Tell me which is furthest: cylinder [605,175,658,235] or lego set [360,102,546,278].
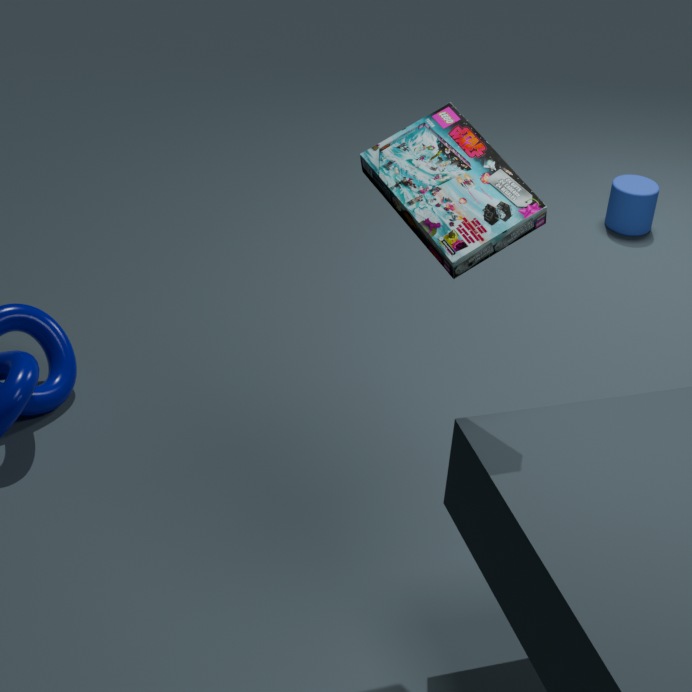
cylinder [605,175,658,235]
